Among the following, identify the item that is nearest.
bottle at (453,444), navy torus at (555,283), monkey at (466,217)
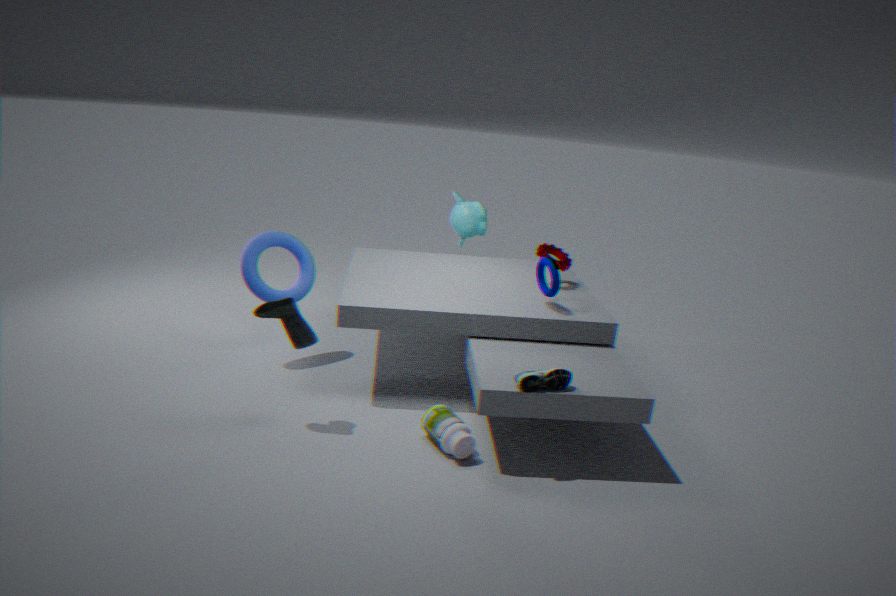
bottle at (453,444)
